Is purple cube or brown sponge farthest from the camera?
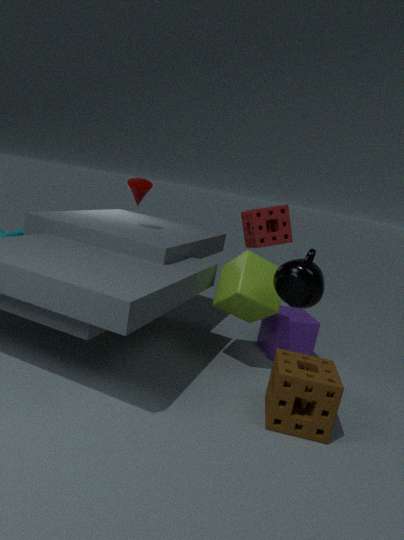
purple cube
